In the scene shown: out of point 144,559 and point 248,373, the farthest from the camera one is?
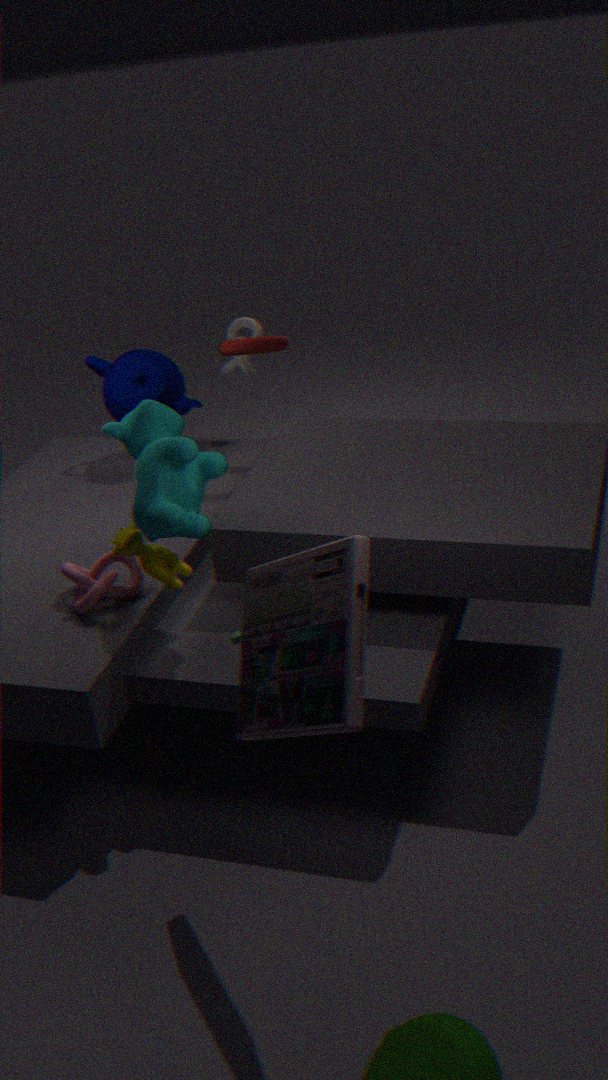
point 248,373
